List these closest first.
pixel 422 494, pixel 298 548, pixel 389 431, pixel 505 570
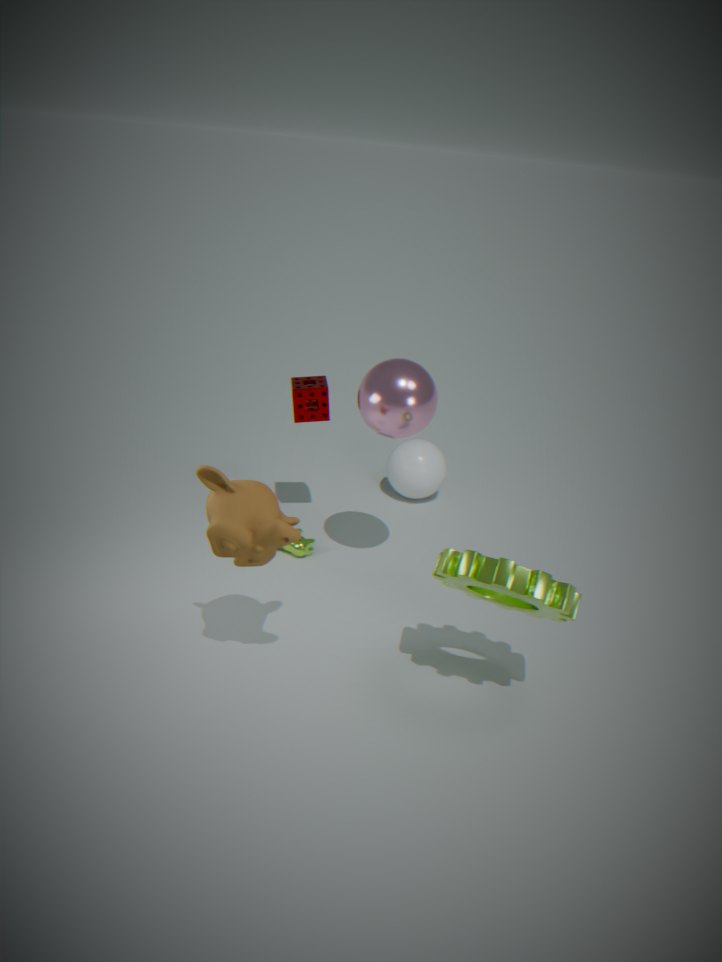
pixel 505 570 < pixel 389 431 < pixel 298 548 < pixel 422 494
